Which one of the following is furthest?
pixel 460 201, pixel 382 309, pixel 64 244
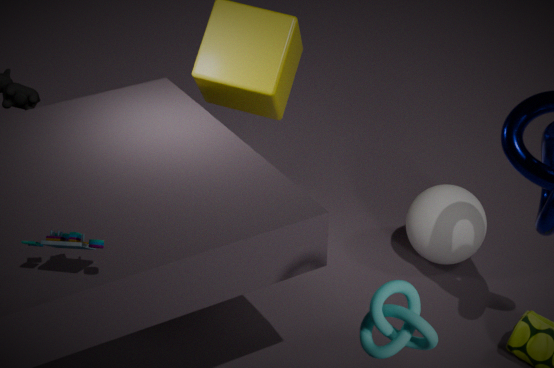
pixel 460 201
